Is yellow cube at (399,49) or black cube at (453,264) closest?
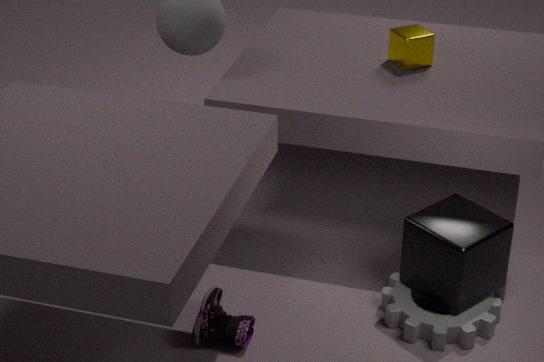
black cube at (453,264)
